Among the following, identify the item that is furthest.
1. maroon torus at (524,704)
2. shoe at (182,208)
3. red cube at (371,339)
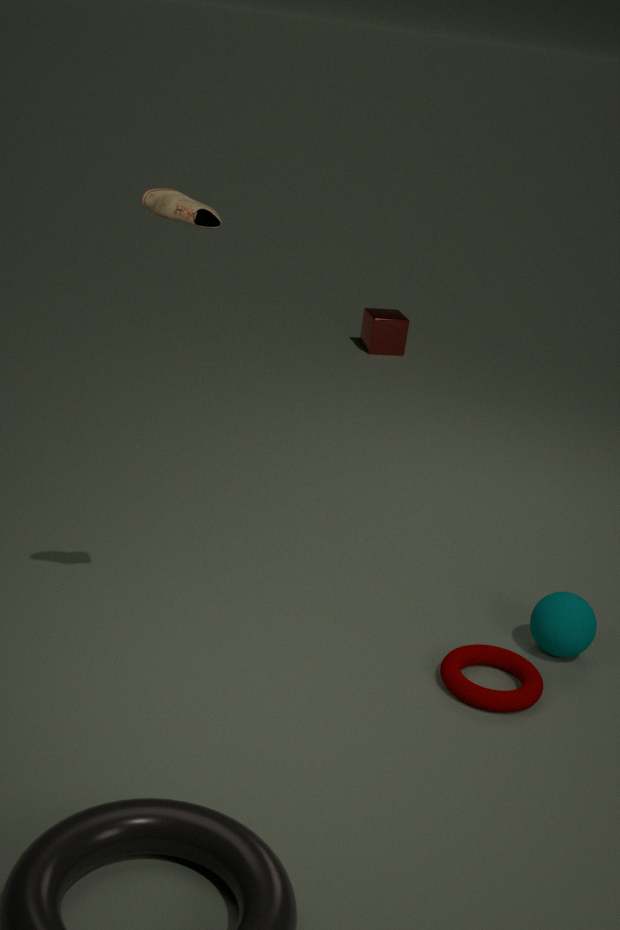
red cube at (371,339)
